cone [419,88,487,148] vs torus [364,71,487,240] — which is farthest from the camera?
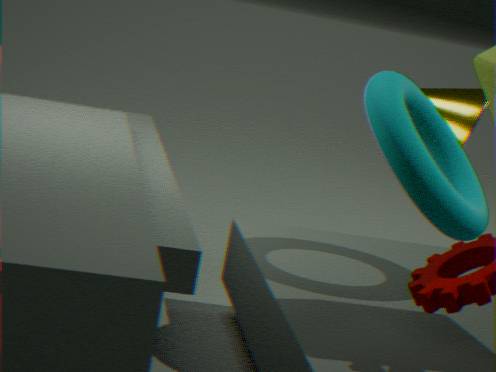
cone [419,88,487,148]
